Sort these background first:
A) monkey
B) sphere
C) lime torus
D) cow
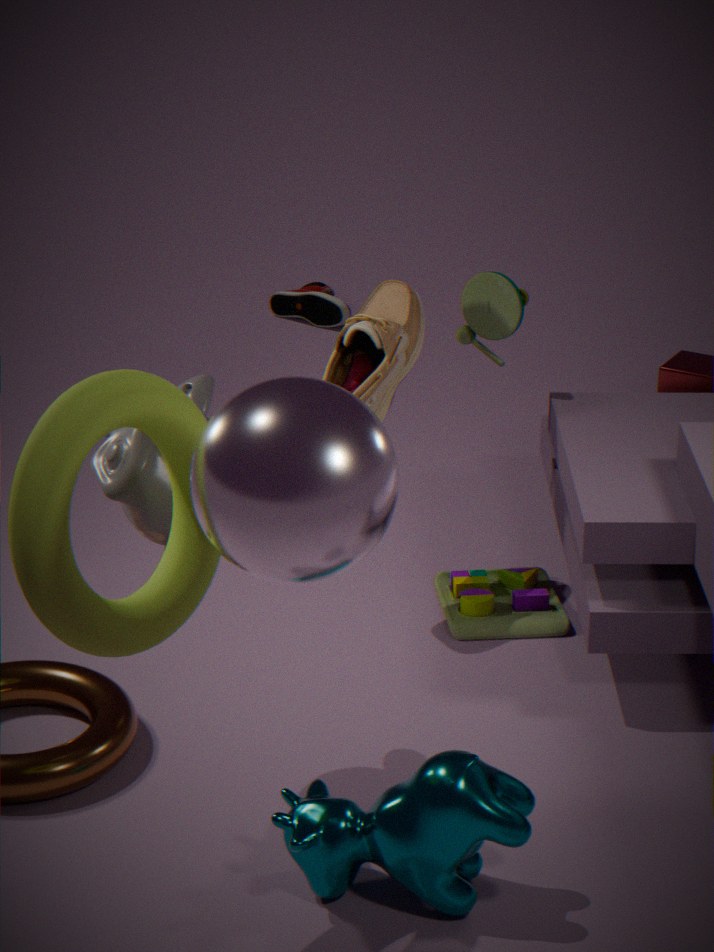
1. monkey
2. cow
3. lime torus
4. sphere
